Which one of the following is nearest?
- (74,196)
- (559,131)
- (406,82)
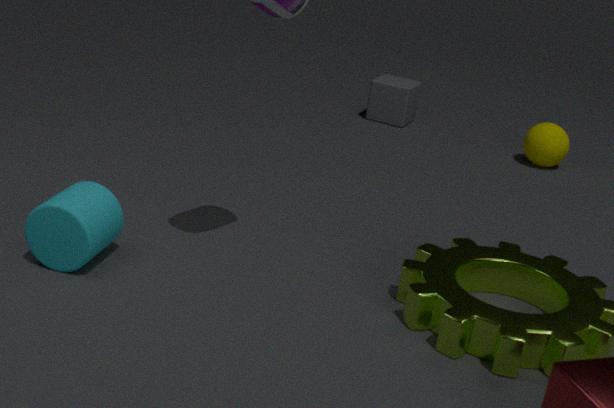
(74,196)
